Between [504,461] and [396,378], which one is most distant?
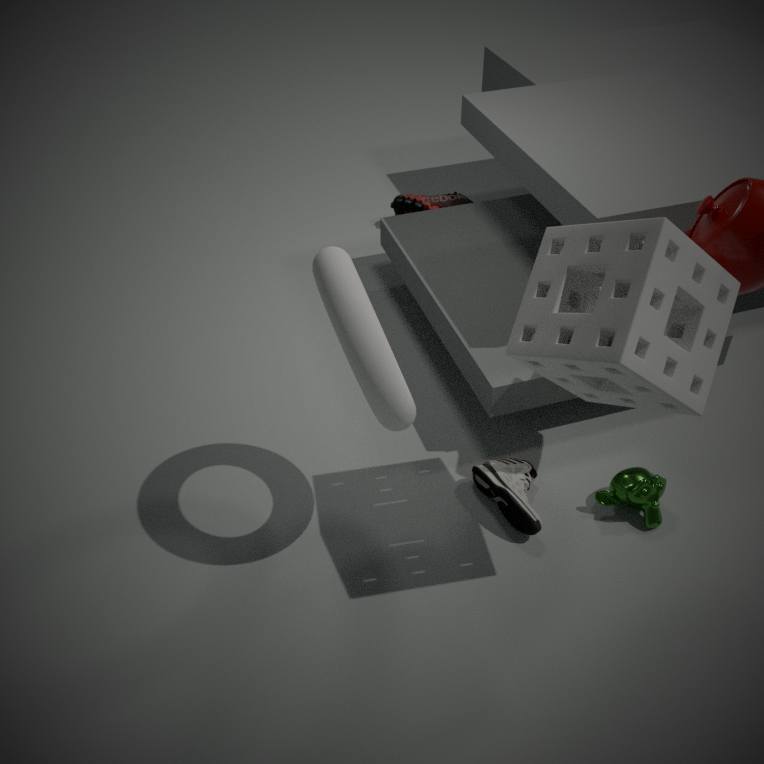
[504,461]
